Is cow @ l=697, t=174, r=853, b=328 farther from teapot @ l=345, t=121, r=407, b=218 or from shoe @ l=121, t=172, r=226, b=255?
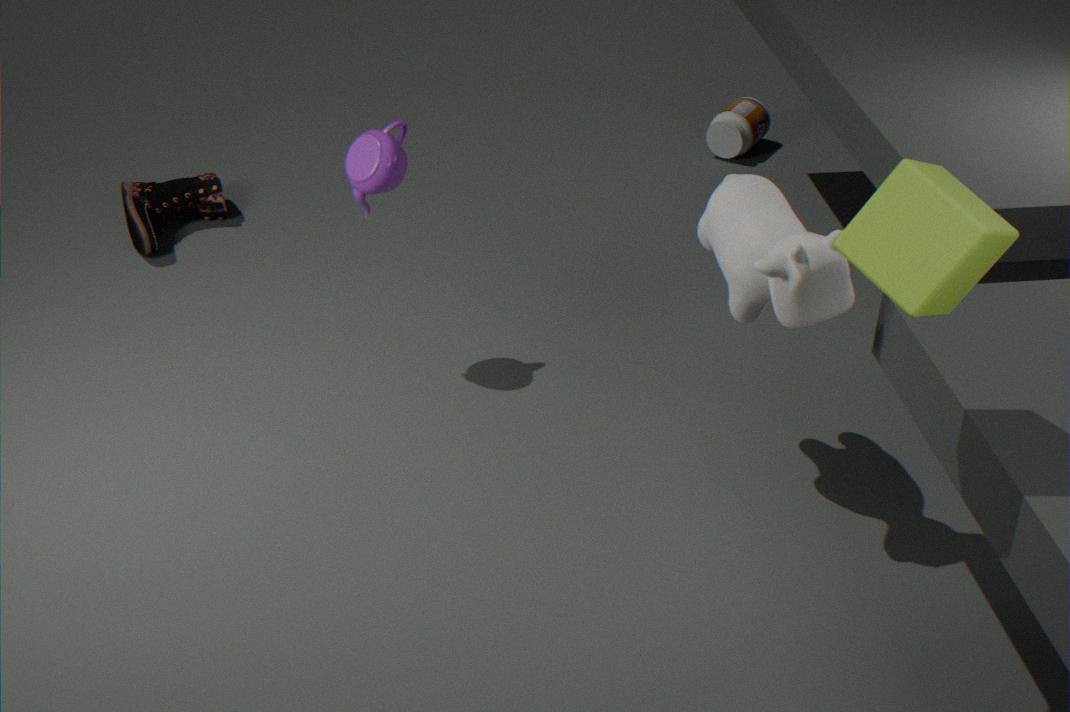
shoe @ l=121, t=172, r=226, b=255
